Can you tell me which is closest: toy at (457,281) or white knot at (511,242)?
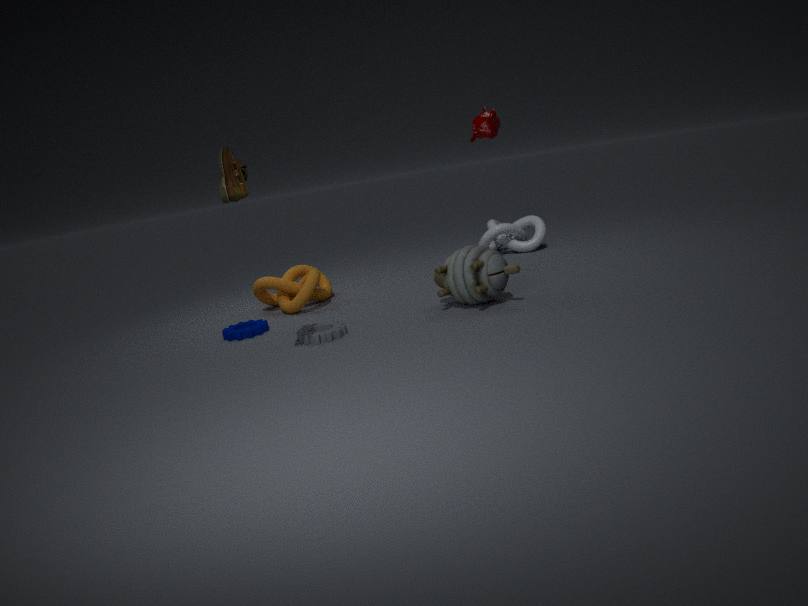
toy at (457,281)
